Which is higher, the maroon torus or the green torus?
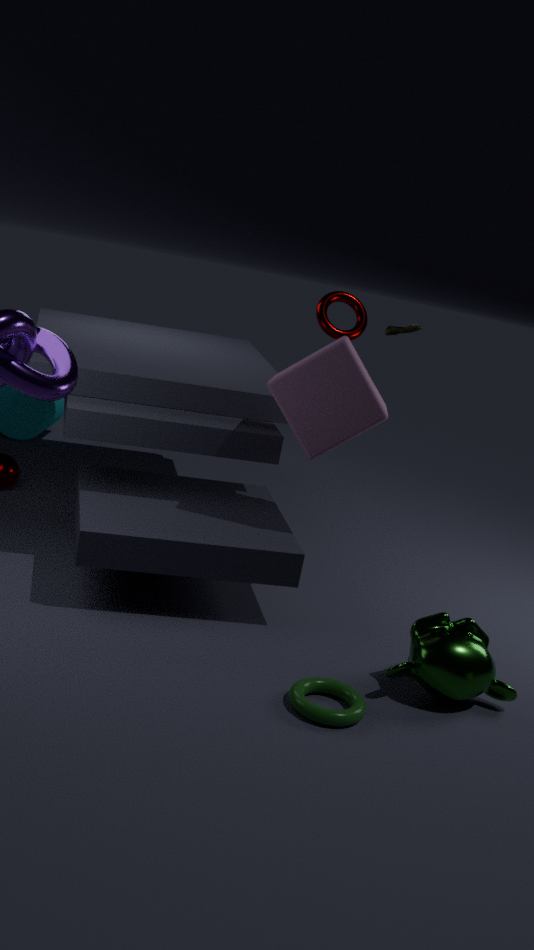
the maroon torus
